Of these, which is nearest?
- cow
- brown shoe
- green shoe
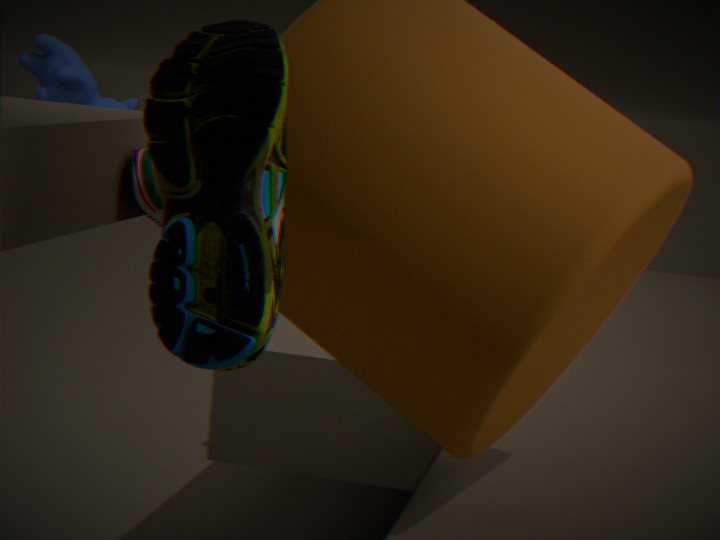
green shoe
